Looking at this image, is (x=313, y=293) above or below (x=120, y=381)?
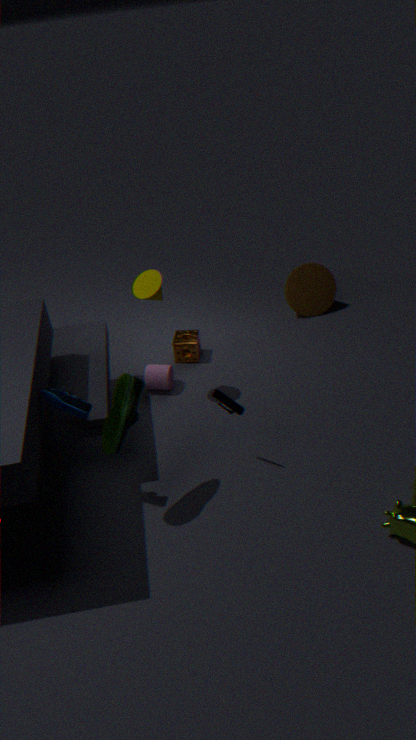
below
